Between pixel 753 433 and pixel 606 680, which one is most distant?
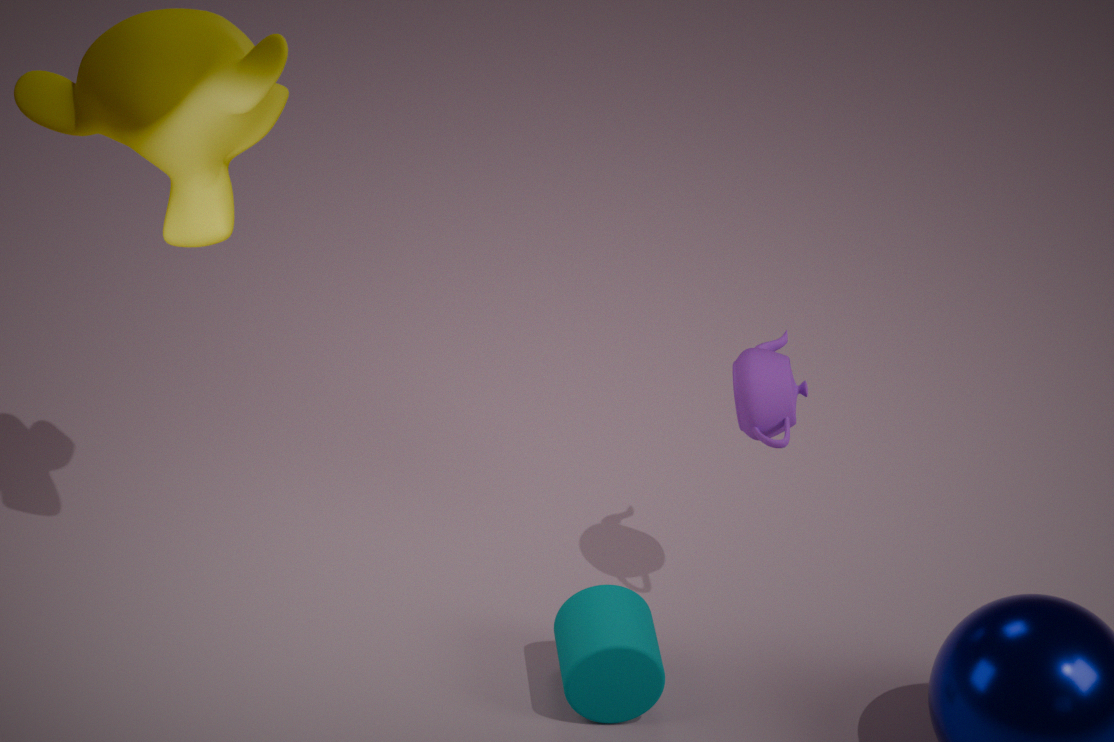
pixel 753 433
